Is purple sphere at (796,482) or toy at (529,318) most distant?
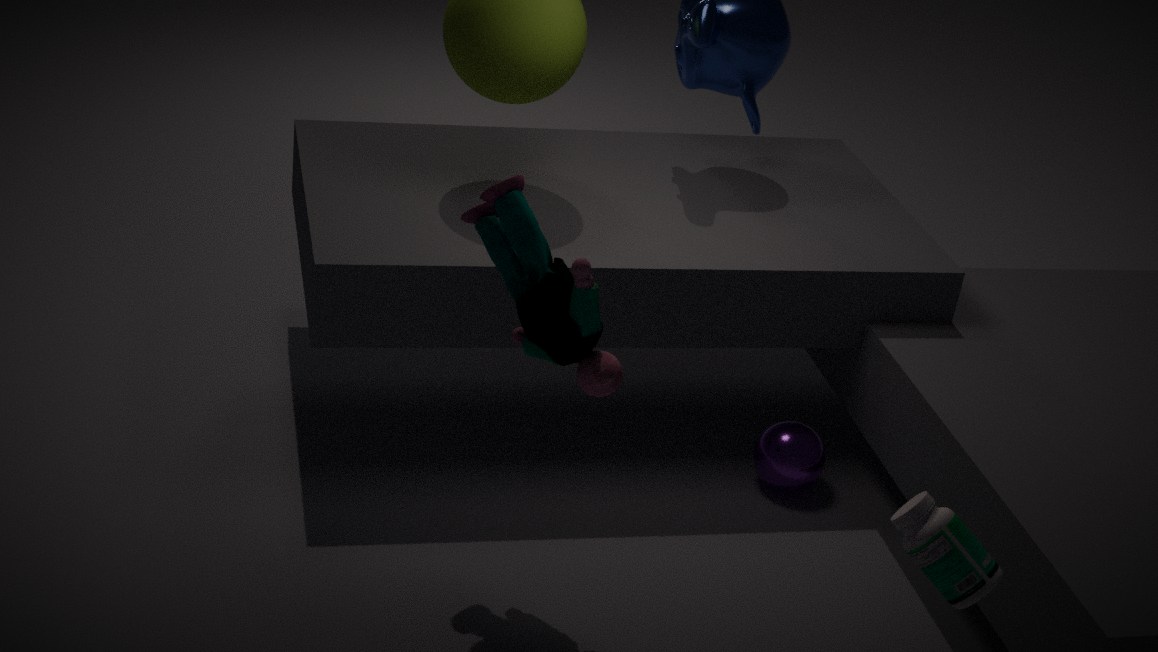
purple sphere at (796,482)
